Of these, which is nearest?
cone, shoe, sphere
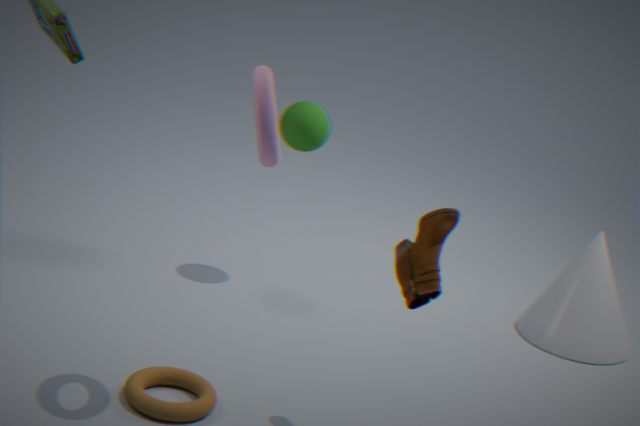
shoe
